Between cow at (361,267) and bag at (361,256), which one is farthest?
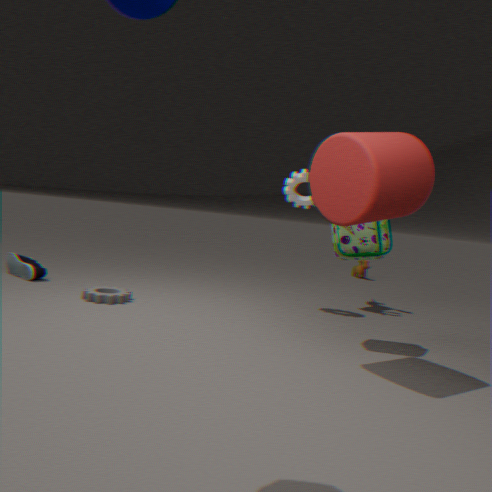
cow at (361,267)
